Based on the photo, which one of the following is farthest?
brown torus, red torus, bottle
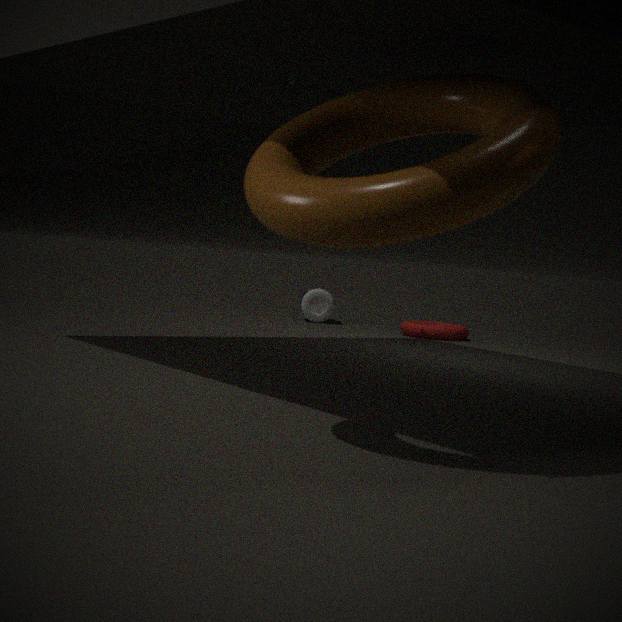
bottle
